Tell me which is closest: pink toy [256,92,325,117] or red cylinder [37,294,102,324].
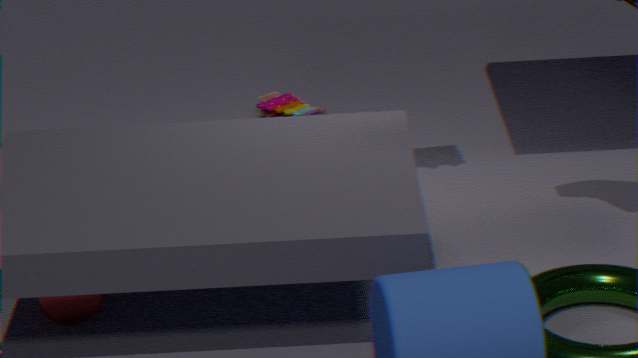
red cylinder [37,294,102,324]
